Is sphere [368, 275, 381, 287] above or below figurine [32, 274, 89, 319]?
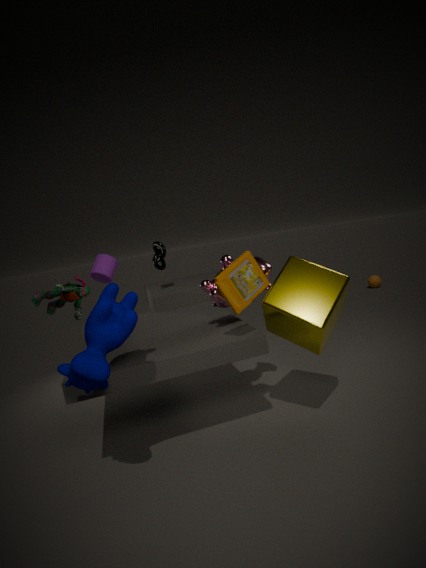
below
